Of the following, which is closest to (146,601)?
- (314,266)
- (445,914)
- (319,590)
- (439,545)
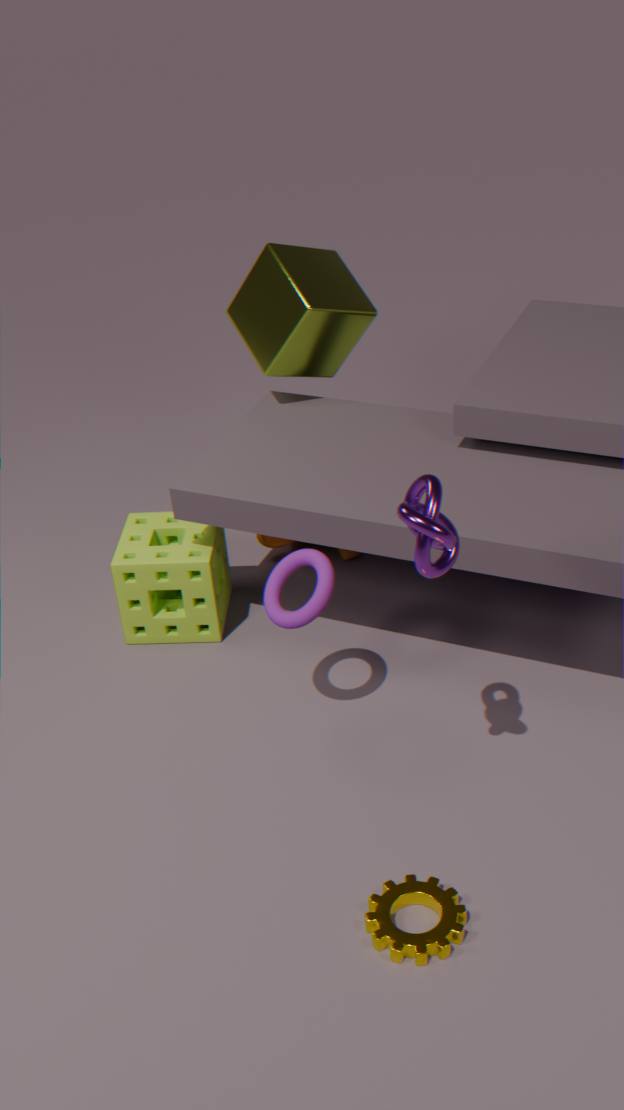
(319,590)
